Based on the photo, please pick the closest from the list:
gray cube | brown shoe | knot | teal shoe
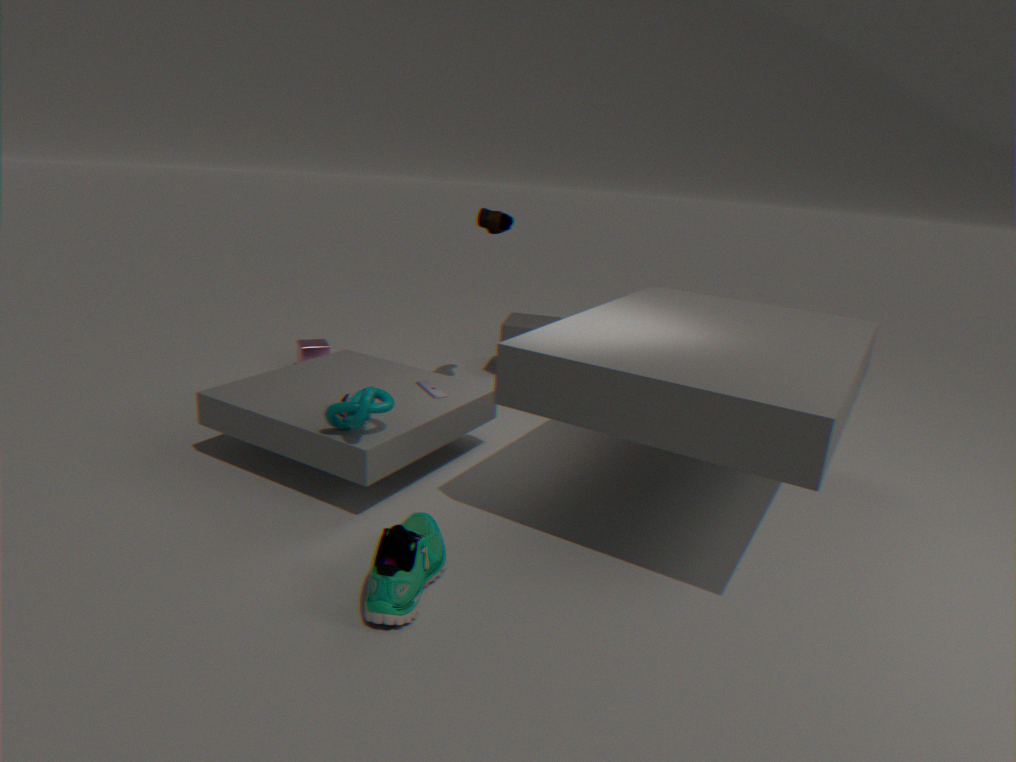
teal shoe
